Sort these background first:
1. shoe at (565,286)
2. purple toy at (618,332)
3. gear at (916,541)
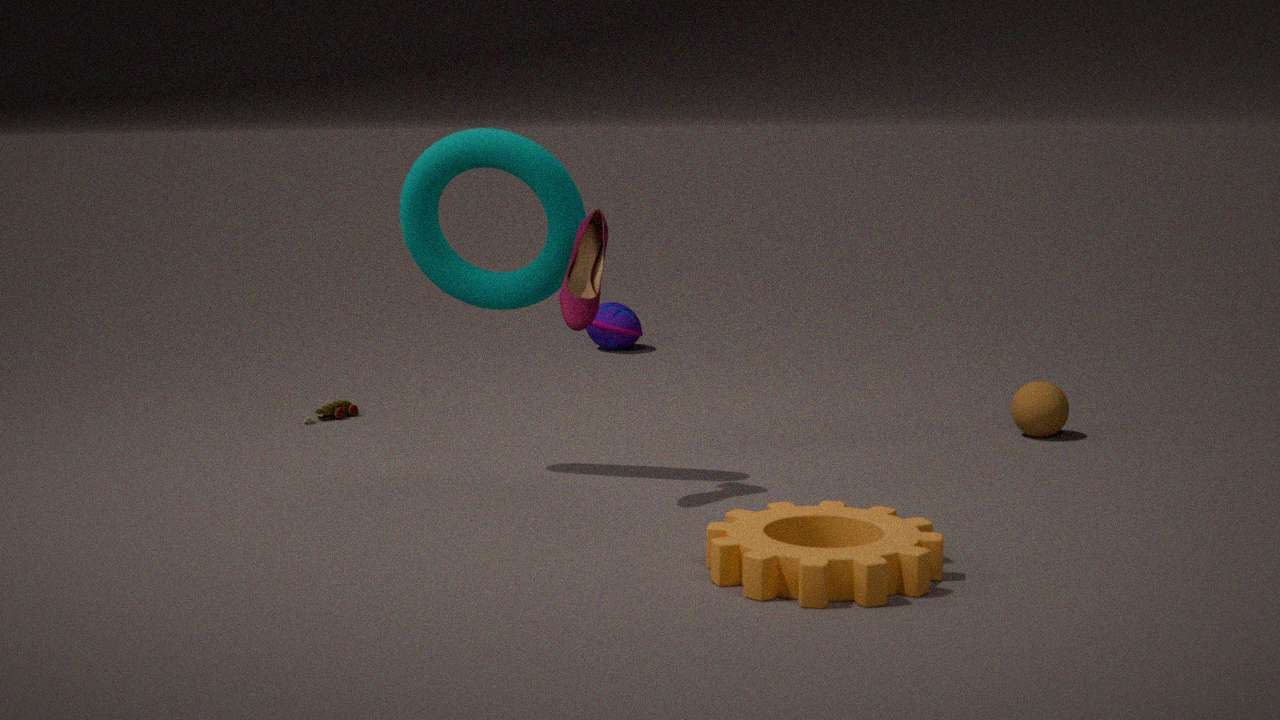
1. purple toy at (618,332)
2. shoe at (565,286)
3. gear at (916,541)
